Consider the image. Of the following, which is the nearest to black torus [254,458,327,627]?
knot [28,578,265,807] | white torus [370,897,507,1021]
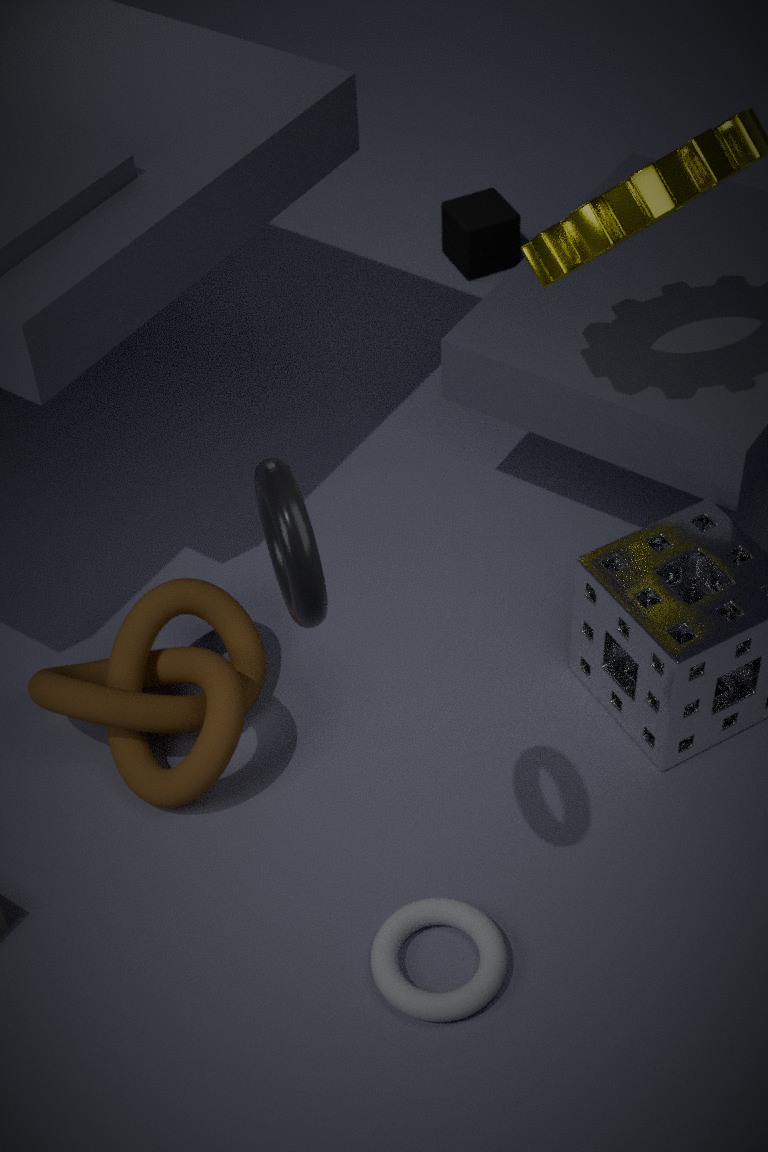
knot [28,578,265,807]
